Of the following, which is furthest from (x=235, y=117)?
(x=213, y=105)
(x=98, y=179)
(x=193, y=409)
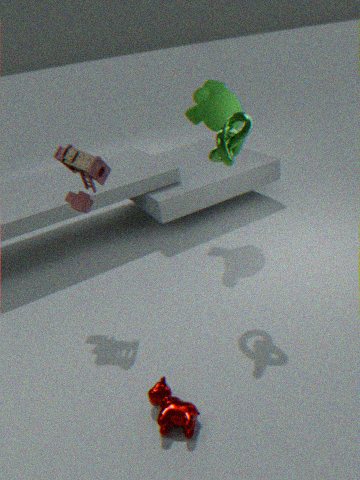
(x=193, y=409)
